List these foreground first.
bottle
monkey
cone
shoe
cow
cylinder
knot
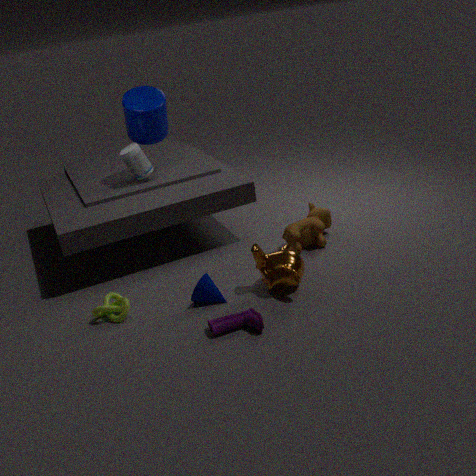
shoe → monkey → knot → cone → cow → cylinder → bottle
